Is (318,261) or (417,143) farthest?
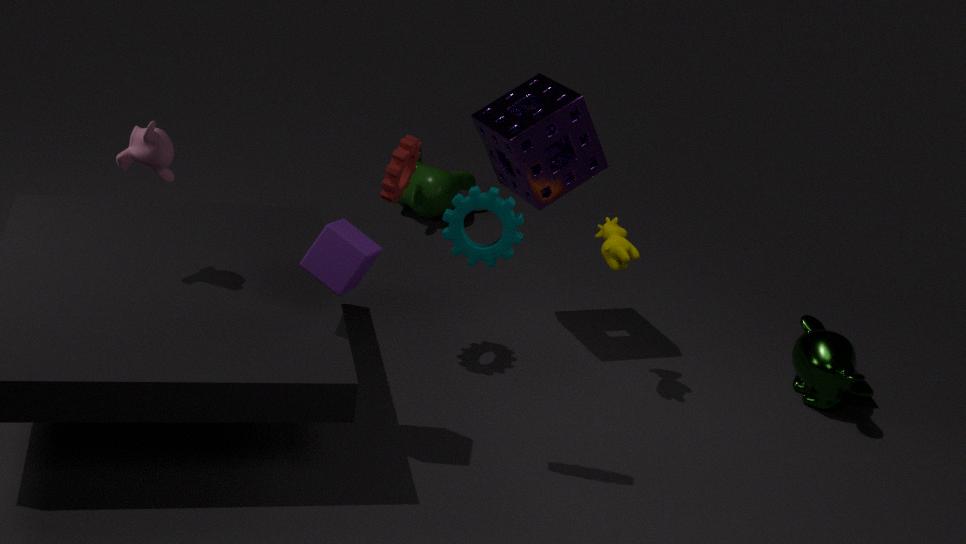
(417,143)
